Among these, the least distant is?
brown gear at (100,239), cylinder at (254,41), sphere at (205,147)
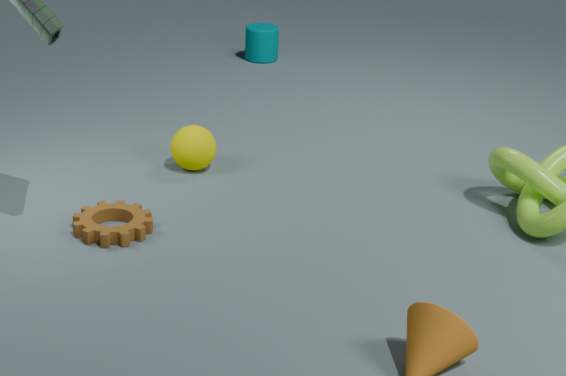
brown gear at (100,239)
